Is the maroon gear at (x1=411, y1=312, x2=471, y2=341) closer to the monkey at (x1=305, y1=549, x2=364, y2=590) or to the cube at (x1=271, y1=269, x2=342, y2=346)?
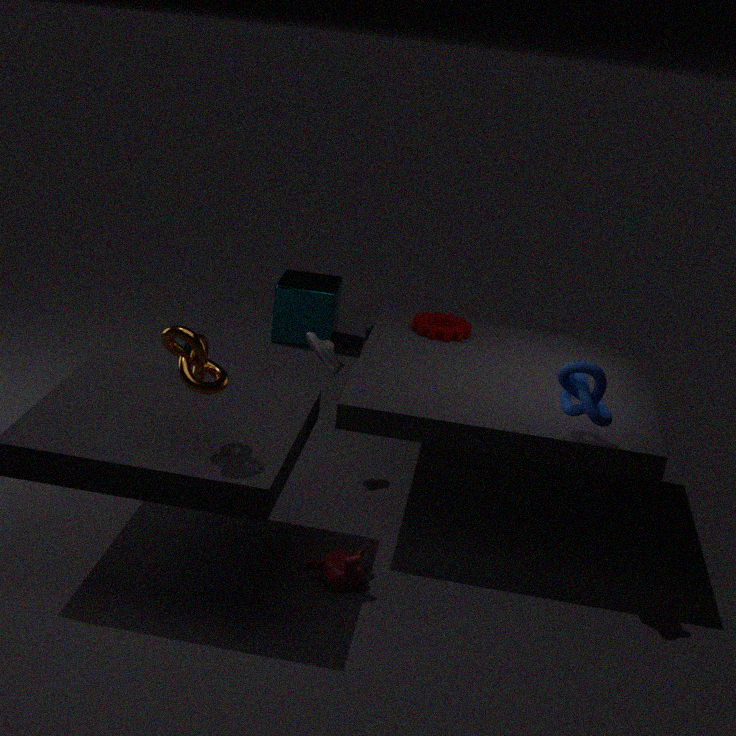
the monkey at (x1=305, y1=549, x2=364, y2=590)
